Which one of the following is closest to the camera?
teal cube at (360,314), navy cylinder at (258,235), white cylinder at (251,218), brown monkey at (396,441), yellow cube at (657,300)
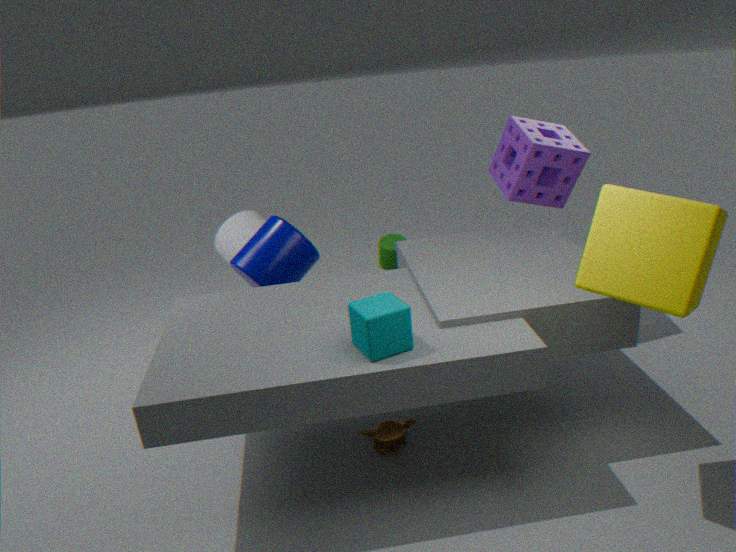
yellow cube at (657,300)
